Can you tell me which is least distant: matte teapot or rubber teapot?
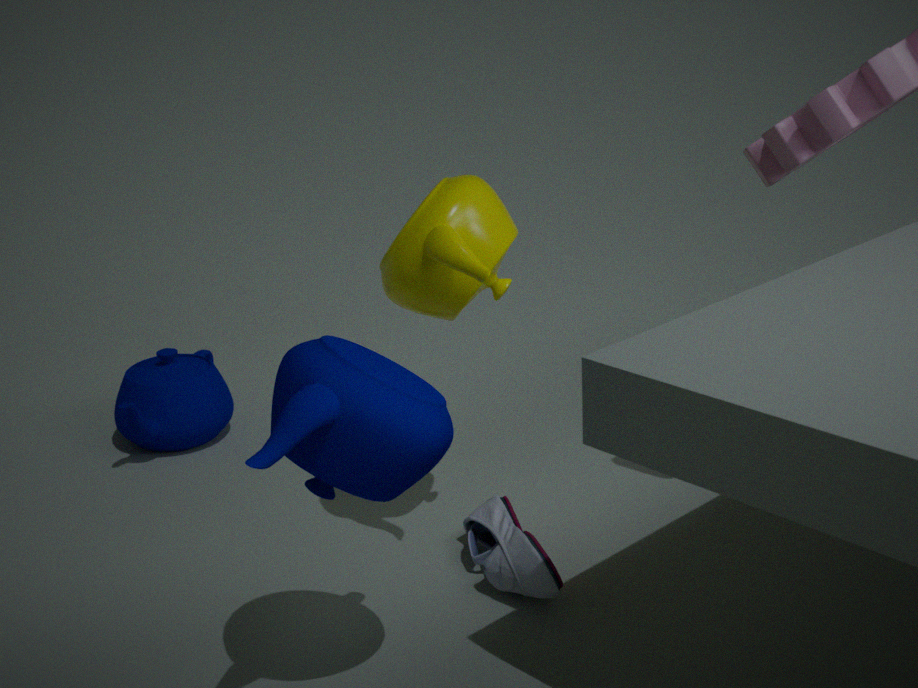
matte teapot
